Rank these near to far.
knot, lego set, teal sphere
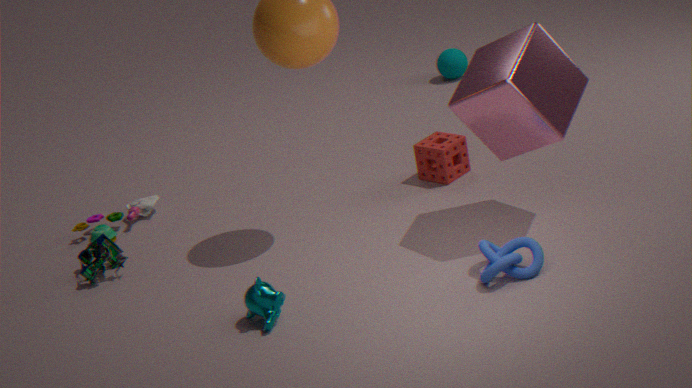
knot → lego set → teal sphere
